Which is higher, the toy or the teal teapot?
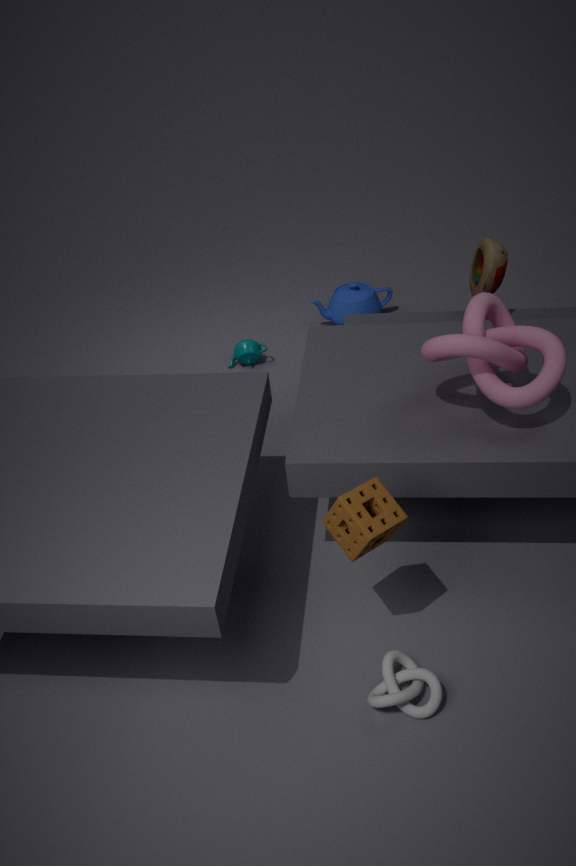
the toy
